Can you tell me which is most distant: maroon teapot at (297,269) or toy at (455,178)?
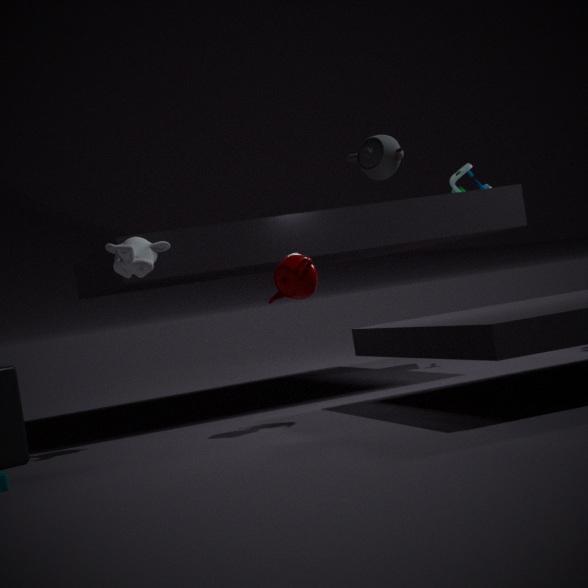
toy at (455,178)
